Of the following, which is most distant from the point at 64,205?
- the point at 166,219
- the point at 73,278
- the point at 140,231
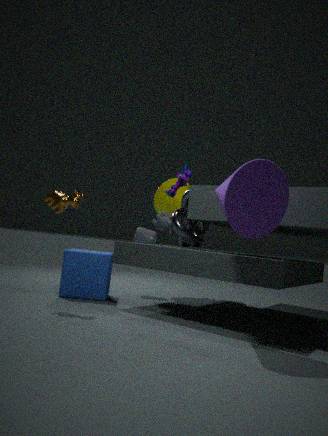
the point at 140,231
